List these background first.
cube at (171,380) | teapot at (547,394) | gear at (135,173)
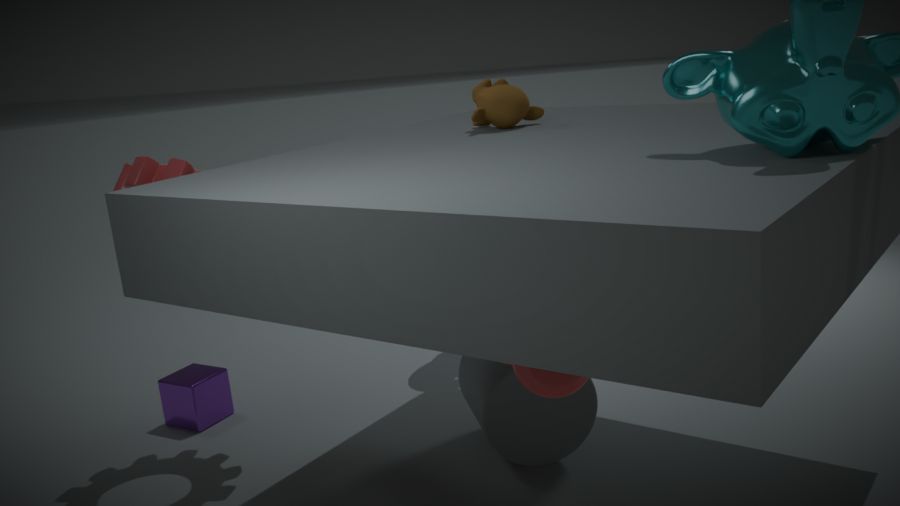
cube at (171,380) → gear at (135,173) → teapot at (547,394)
